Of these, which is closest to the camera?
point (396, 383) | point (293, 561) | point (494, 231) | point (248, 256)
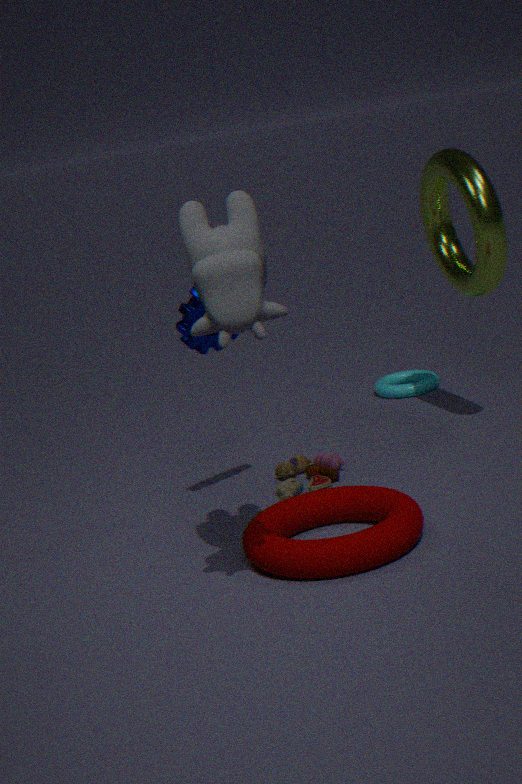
point (248, 256)
